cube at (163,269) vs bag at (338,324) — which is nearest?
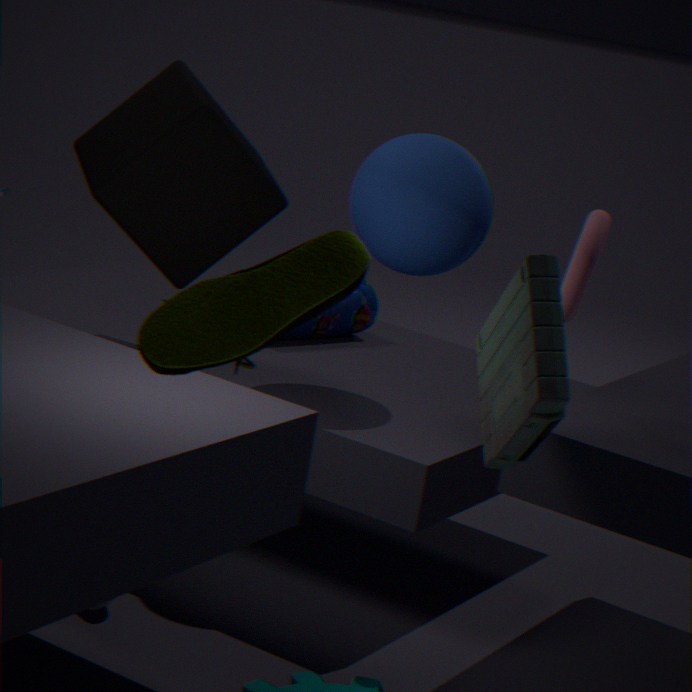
cube at (163,269)
